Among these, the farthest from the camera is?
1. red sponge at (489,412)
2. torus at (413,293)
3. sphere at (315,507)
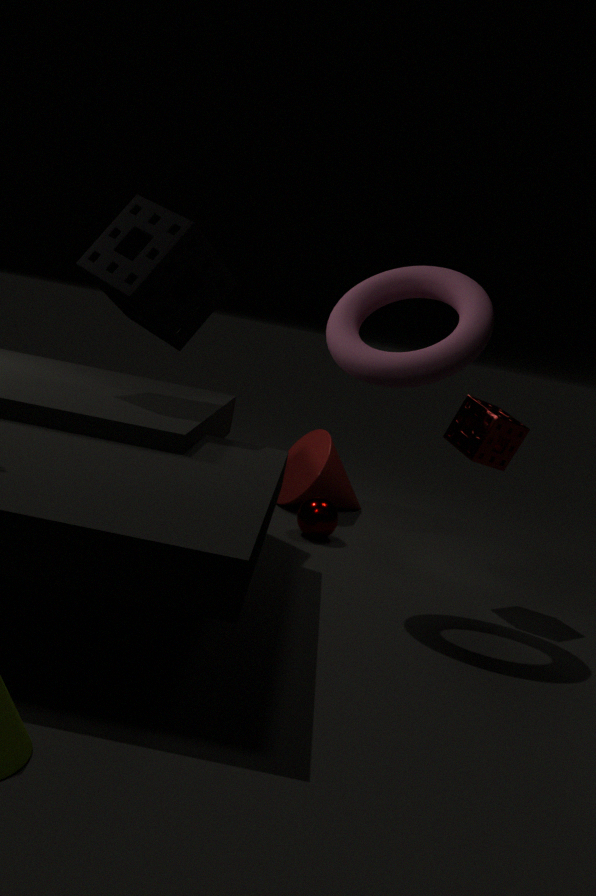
sphere at (315,507)
